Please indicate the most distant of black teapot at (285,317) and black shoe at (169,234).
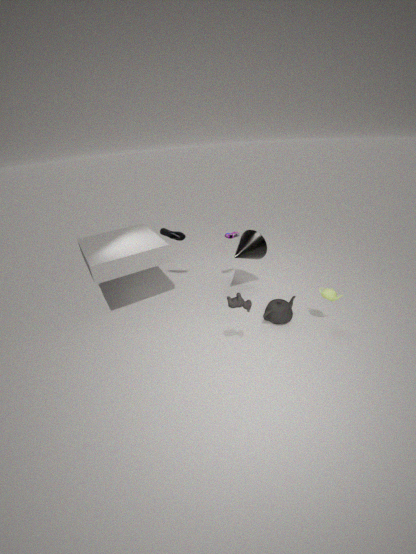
black shoe at (169,234)
